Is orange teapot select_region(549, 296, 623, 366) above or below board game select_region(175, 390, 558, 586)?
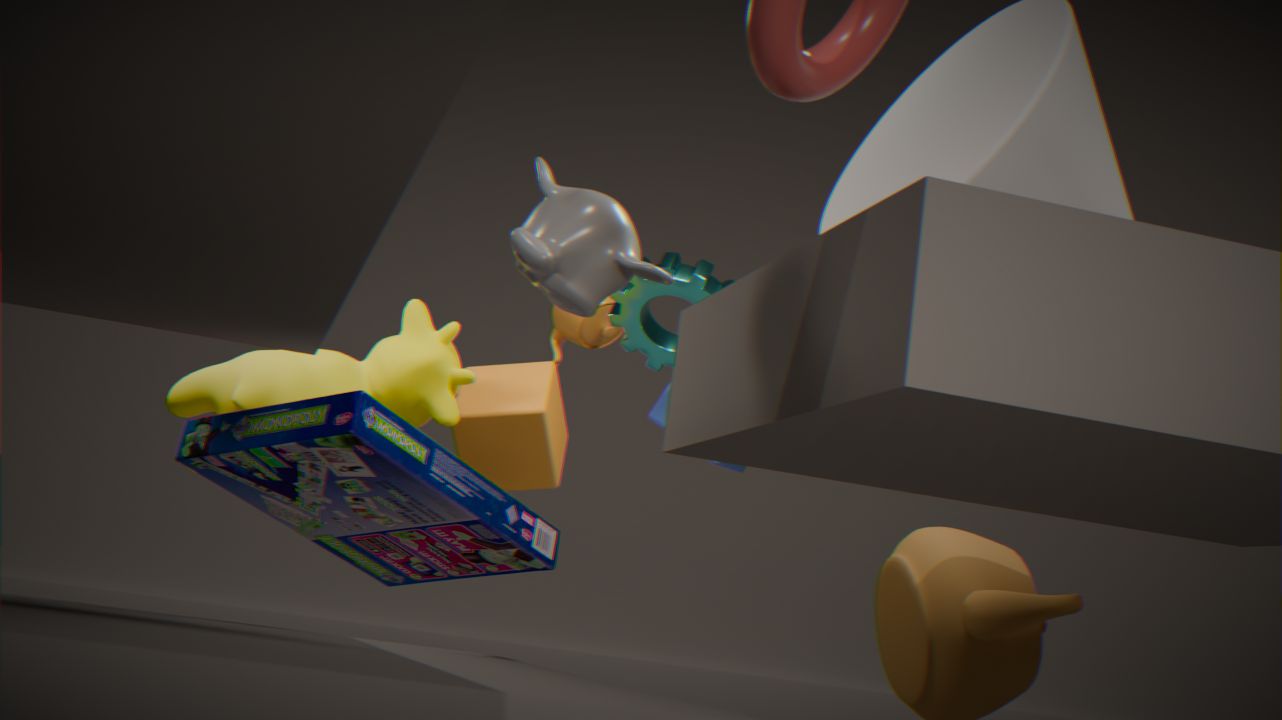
above
